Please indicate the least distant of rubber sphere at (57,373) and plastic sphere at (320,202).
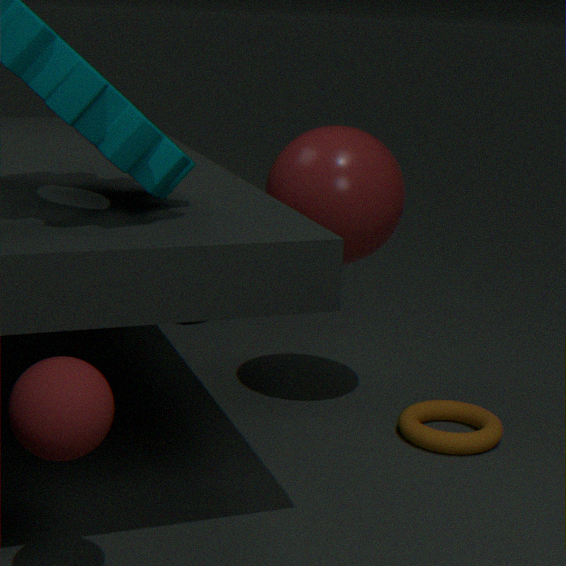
rubber sphere at (57,373)
